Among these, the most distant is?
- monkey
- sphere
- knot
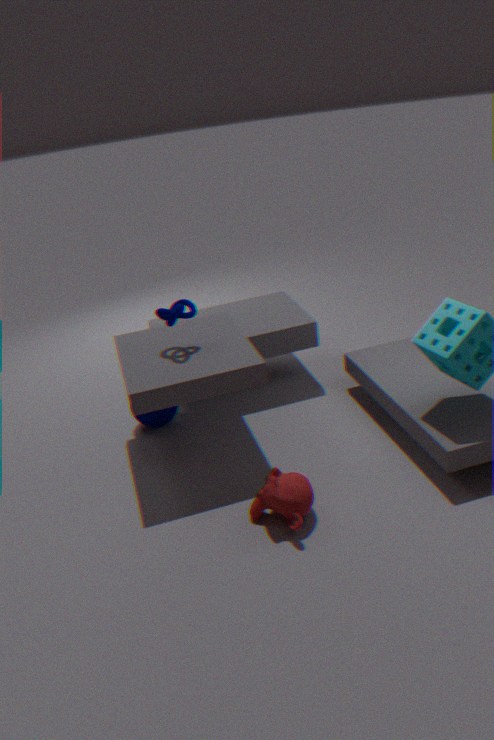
sphere
